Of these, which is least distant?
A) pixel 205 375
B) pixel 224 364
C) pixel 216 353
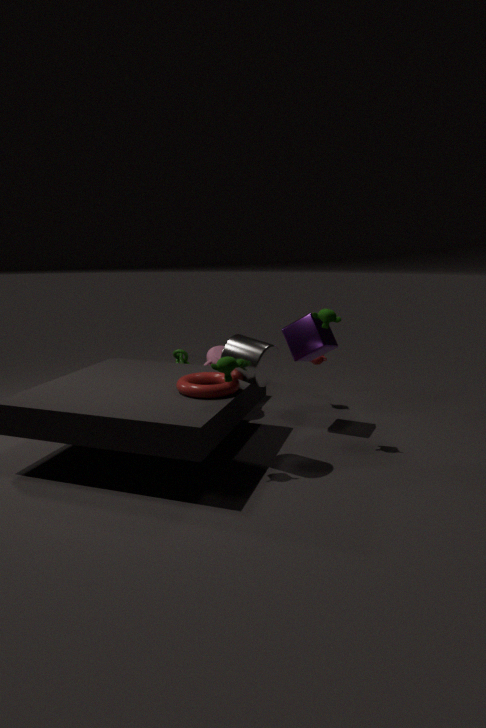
pixel 224 364
